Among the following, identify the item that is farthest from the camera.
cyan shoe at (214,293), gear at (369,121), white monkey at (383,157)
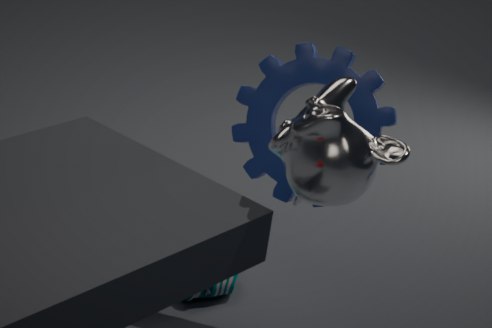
cyan shoe at (214,293)
